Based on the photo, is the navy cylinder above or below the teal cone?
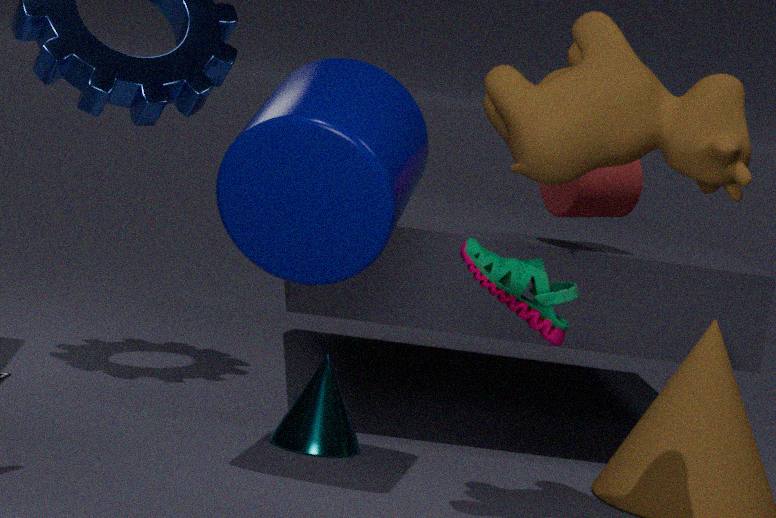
above
